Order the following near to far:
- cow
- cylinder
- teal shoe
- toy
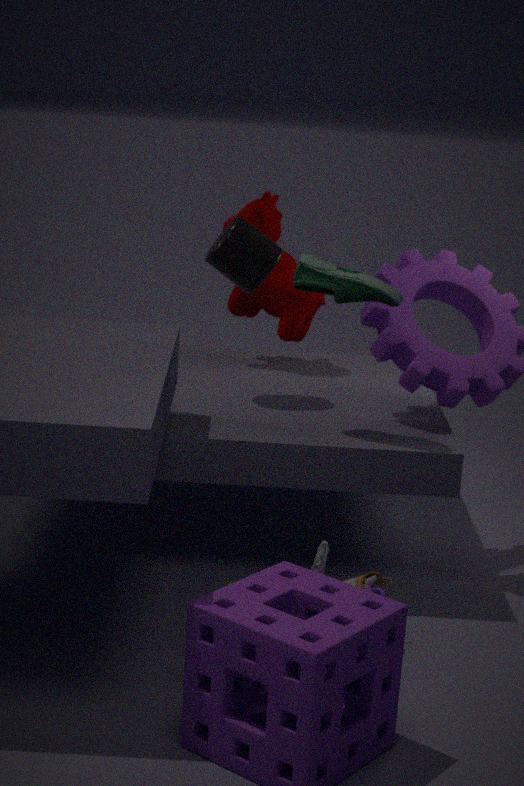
toy → teal shoe → cylinder → cow
